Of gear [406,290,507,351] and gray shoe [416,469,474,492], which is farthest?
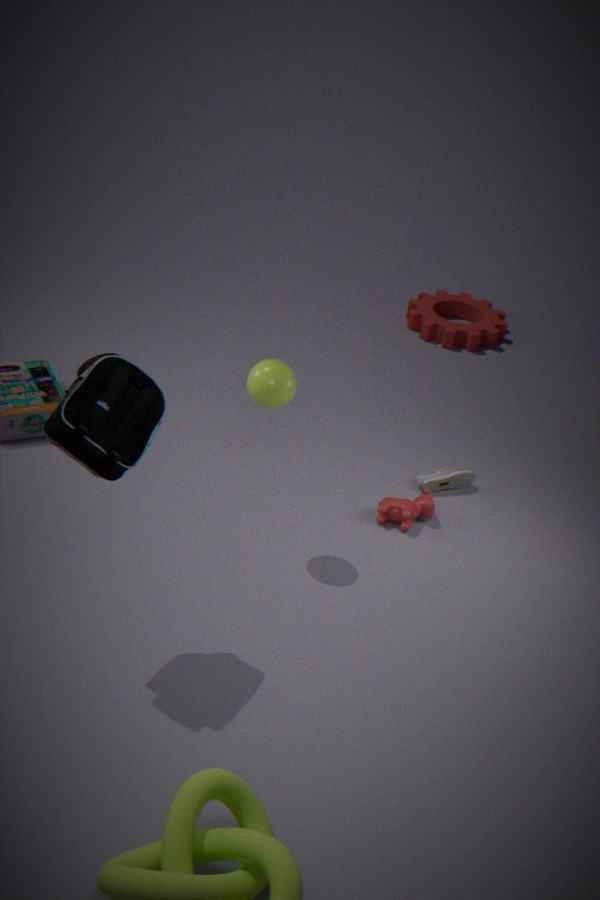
gear [406,290,507,351]
